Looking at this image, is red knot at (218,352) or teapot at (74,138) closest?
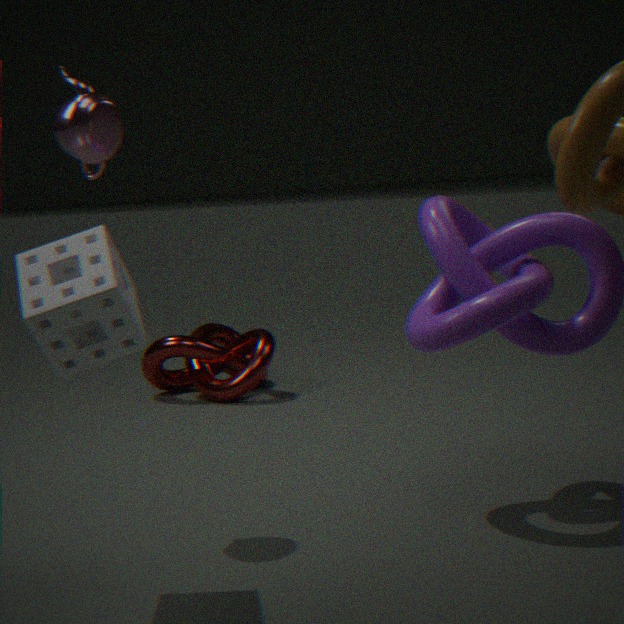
teapot at (74,138)
